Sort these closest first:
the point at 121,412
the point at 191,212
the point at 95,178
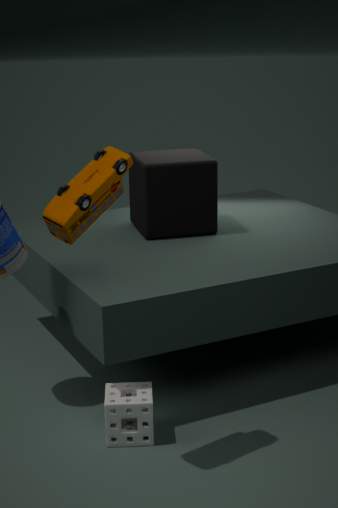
the point at 95,178 → the point at 121,412 → the point at 191,212
